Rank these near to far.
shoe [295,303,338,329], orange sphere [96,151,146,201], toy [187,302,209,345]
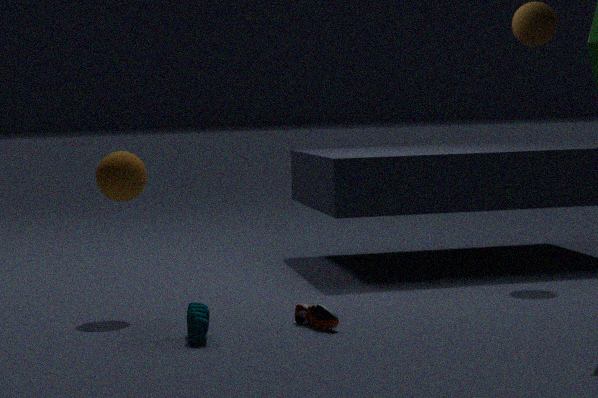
toy [187,302,209,345], shoe [295,303,338,329], orange sphere [96,151,146,201]
